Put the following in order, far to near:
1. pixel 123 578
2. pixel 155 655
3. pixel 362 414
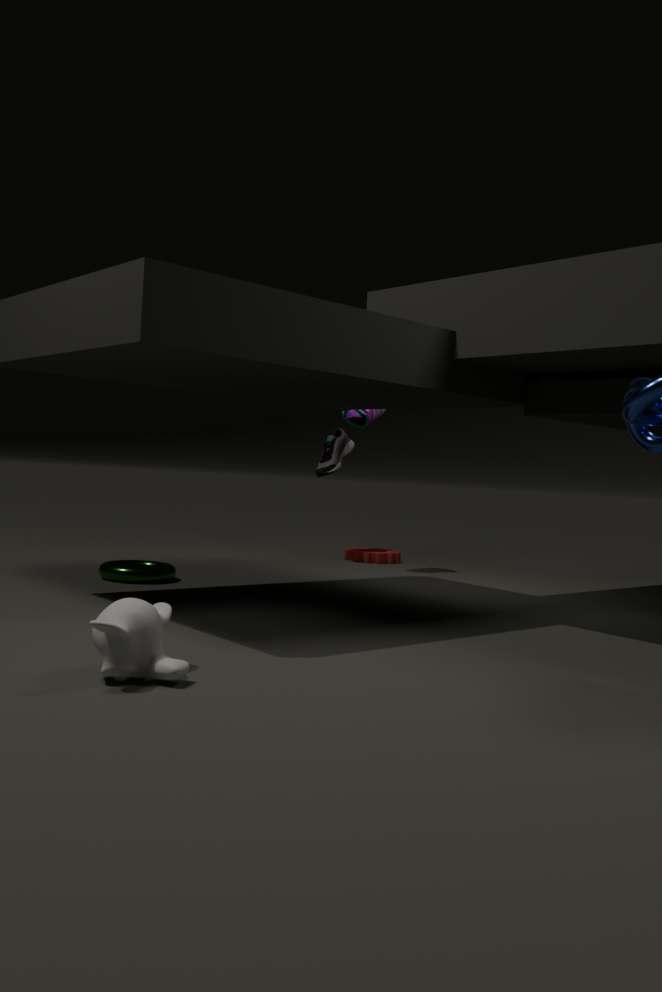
pixel 362 414 → pixel 123 578 → pixel 155 655
